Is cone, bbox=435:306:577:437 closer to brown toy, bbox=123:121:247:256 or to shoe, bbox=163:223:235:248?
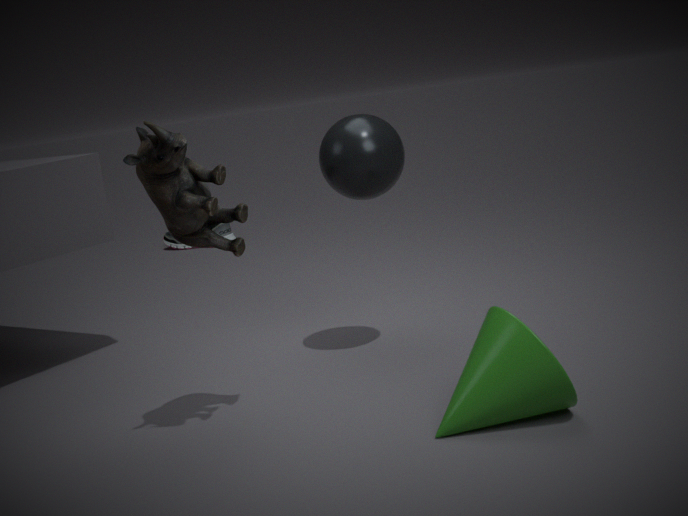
brown toy, bbox=123:121:247:256
